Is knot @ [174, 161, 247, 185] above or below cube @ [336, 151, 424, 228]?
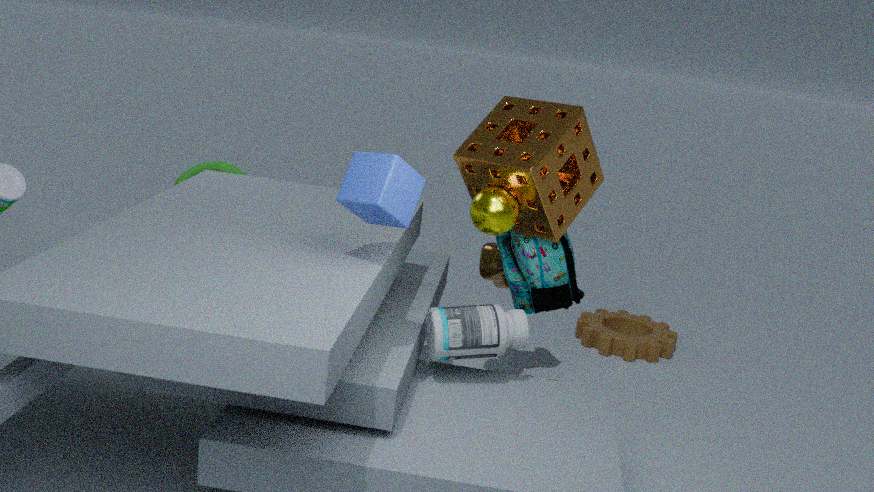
below
